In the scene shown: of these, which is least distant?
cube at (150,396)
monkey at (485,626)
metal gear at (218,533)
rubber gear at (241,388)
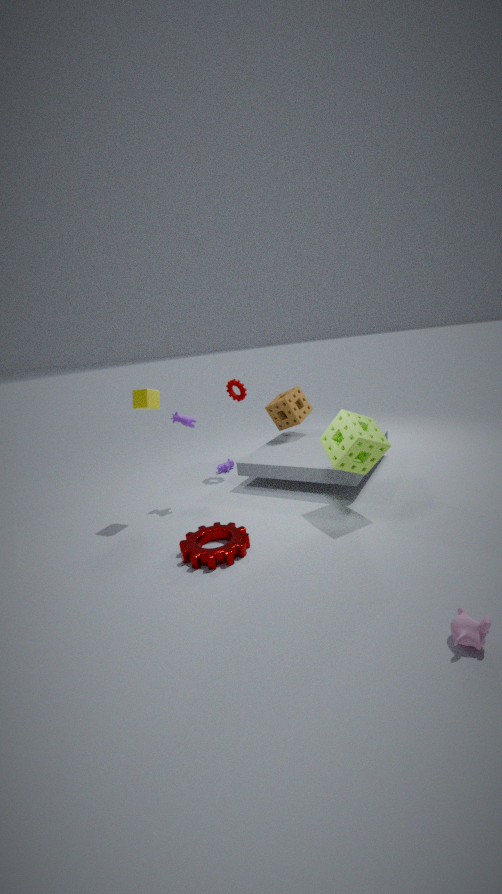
monkey at (485,626)
